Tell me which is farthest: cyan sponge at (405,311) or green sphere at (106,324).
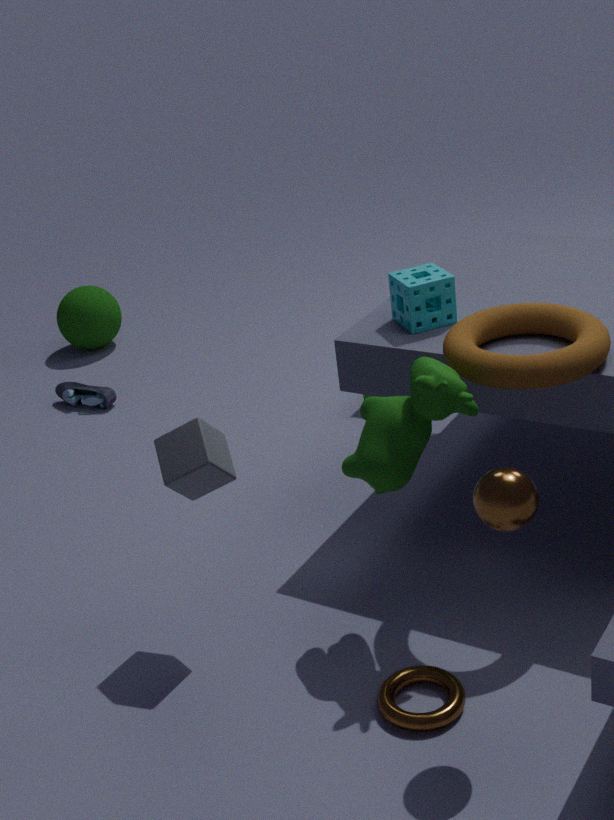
green sphere at (106,324)
